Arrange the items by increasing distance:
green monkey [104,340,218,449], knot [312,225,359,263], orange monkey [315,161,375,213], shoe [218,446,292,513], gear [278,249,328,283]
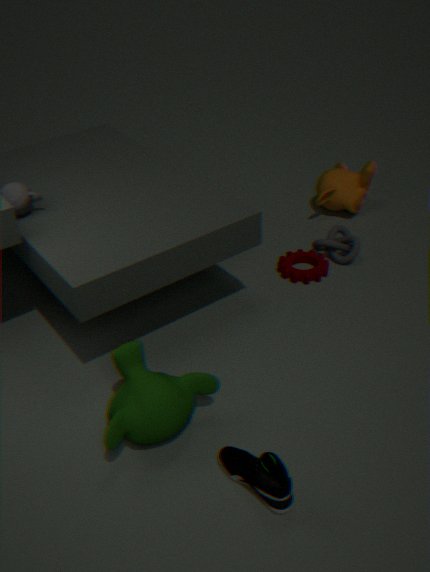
1. shoe [218,446,292,513]
2. green monkey [104,340,218,449]
3. gear [278,249,328,283]
4. knot [312,225,359,263]
5. orange monkey [315,161,375,213]
